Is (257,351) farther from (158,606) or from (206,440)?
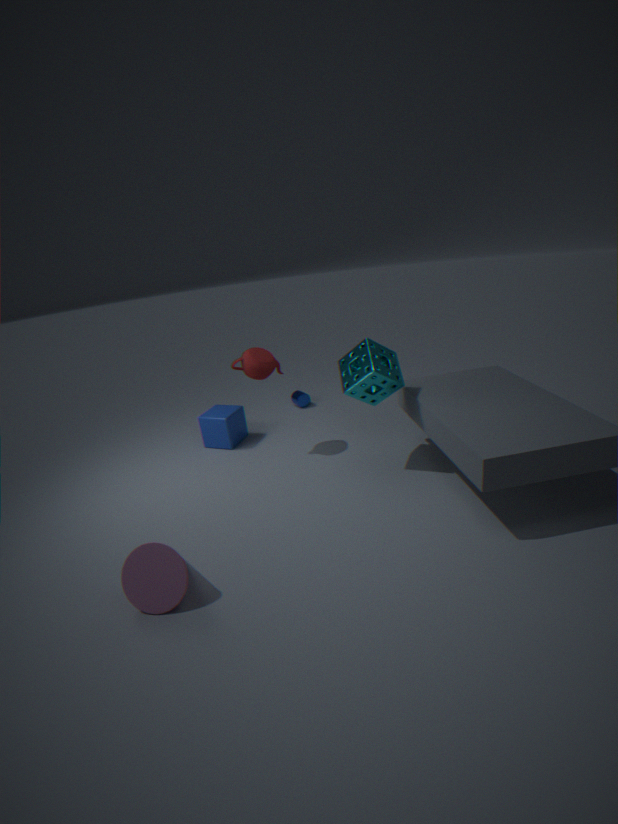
(158,606)
